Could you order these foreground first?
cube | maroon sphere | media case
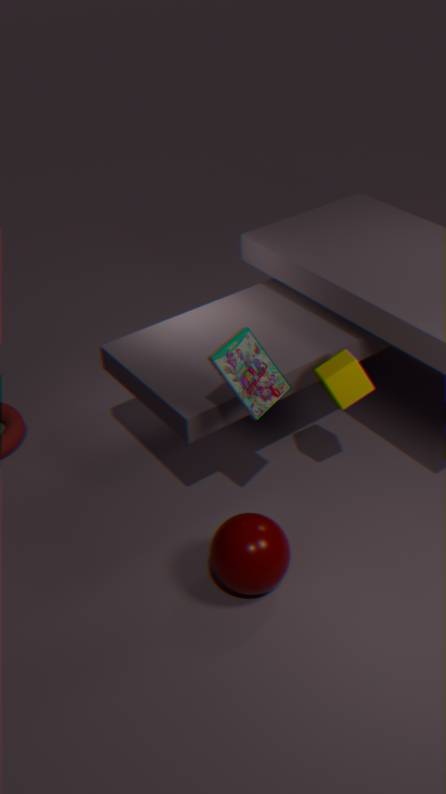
media case
maroon sphere
cube
